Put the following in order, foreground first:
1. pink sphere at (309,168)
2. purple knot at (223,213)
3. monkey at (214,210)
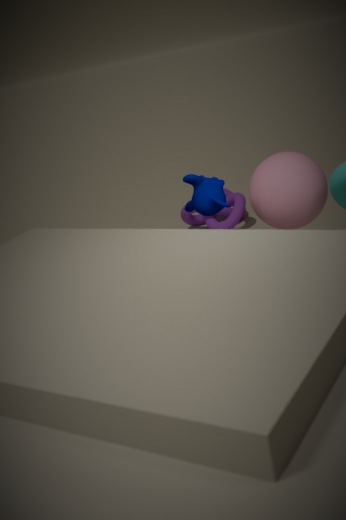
monkey at (214,210) < pink sphere at (309,168) < purple knot at (223,213)
